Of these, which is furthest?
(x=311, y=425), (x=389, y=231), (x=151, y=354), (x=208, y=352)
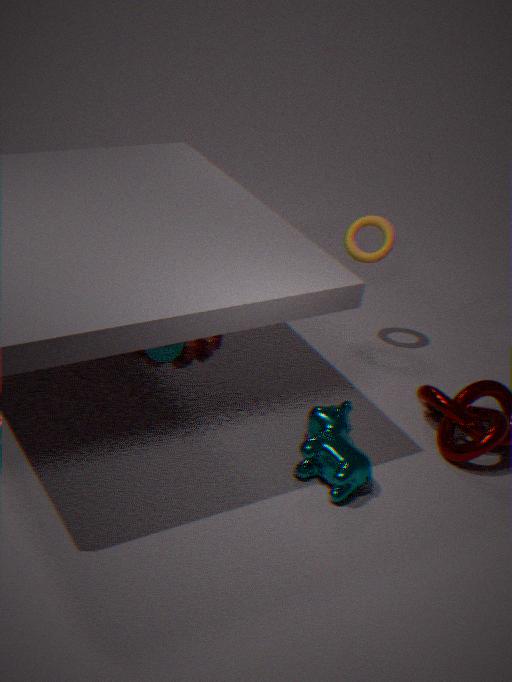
(x=389, y=231)
